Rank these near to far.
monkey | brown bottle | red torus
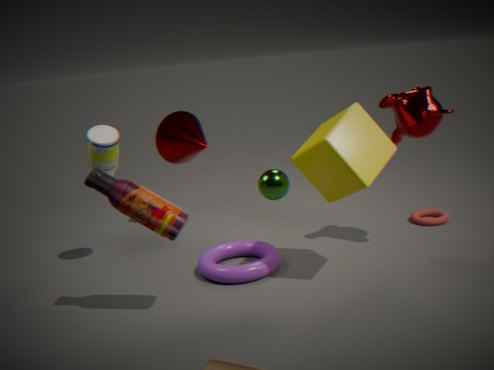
1. brown bottle
2. monkey
3. red torus
